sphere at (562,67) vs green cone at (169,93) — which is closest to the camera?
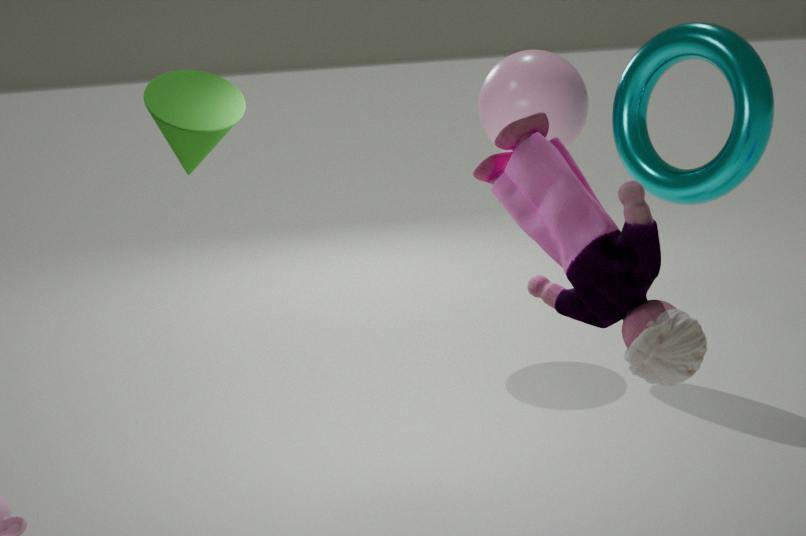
green cone at (169,93)
